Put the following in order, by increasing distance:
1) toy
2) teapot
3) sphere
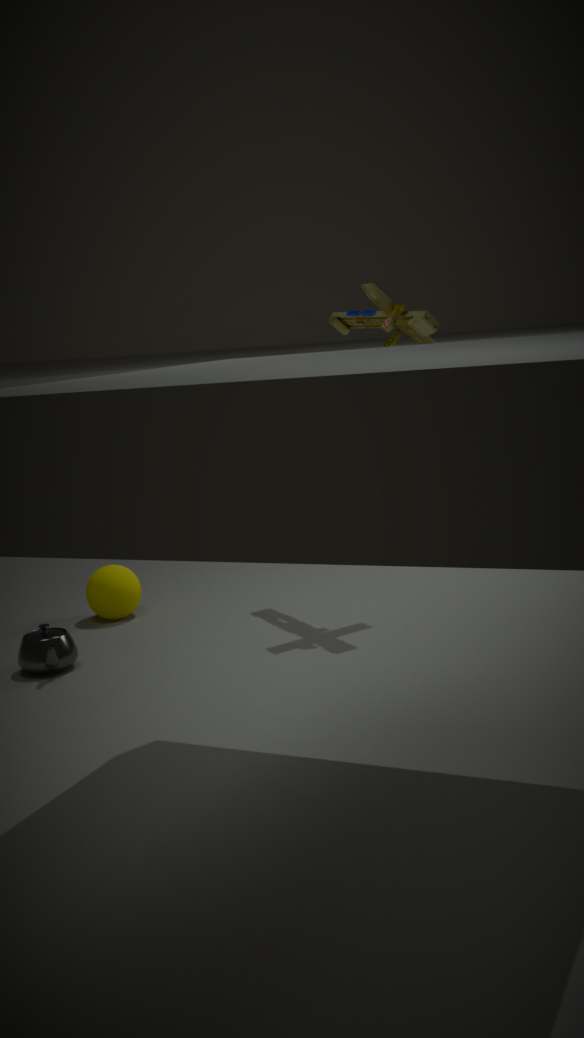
2. teapot, 1. toy, 3. sphere
